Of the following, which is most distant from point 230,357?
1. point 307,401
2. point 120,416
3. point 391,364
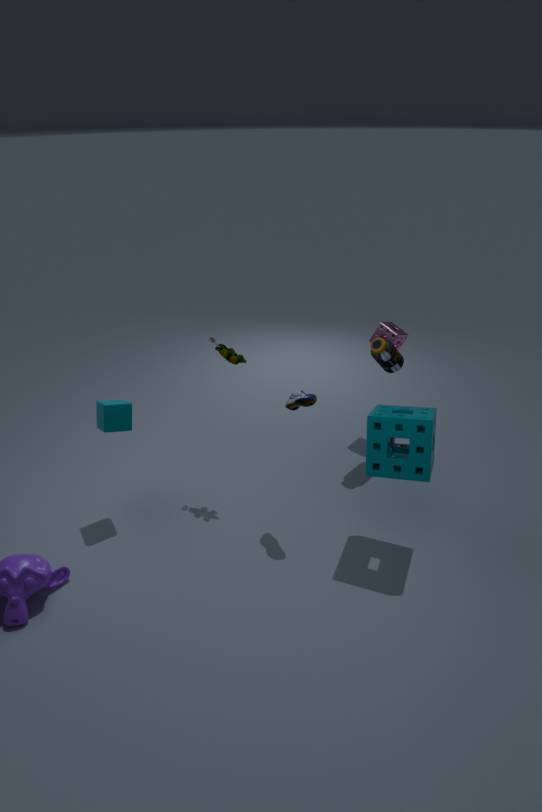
point 391,364
